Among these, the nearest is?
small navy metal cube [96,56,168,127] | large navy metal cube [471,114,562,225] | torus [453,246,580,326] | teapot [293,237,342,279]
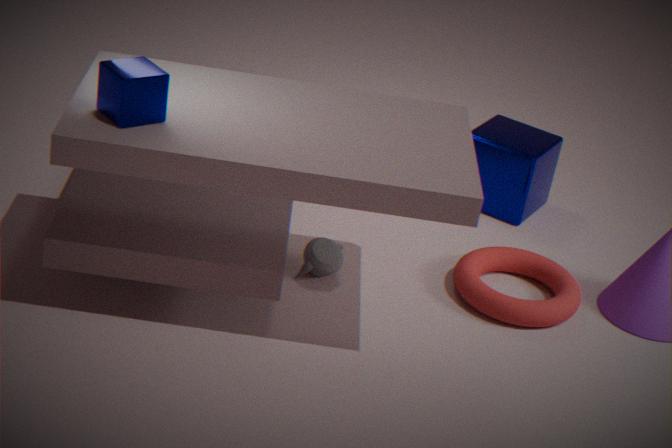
small navy metal cube [96,56,168,127]
